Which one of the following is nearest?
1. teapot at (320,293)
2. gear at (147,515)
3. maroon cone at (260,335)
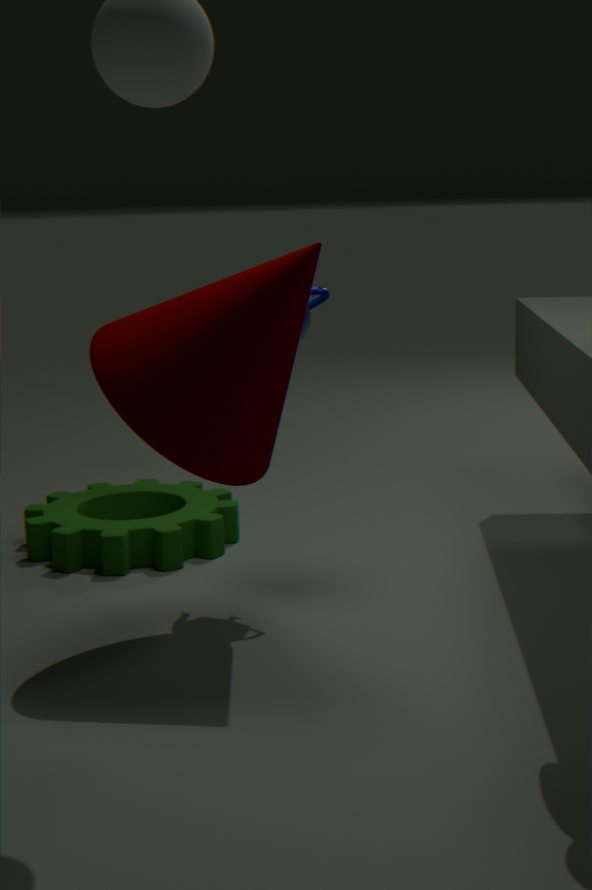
maroon cone at (260,335)
